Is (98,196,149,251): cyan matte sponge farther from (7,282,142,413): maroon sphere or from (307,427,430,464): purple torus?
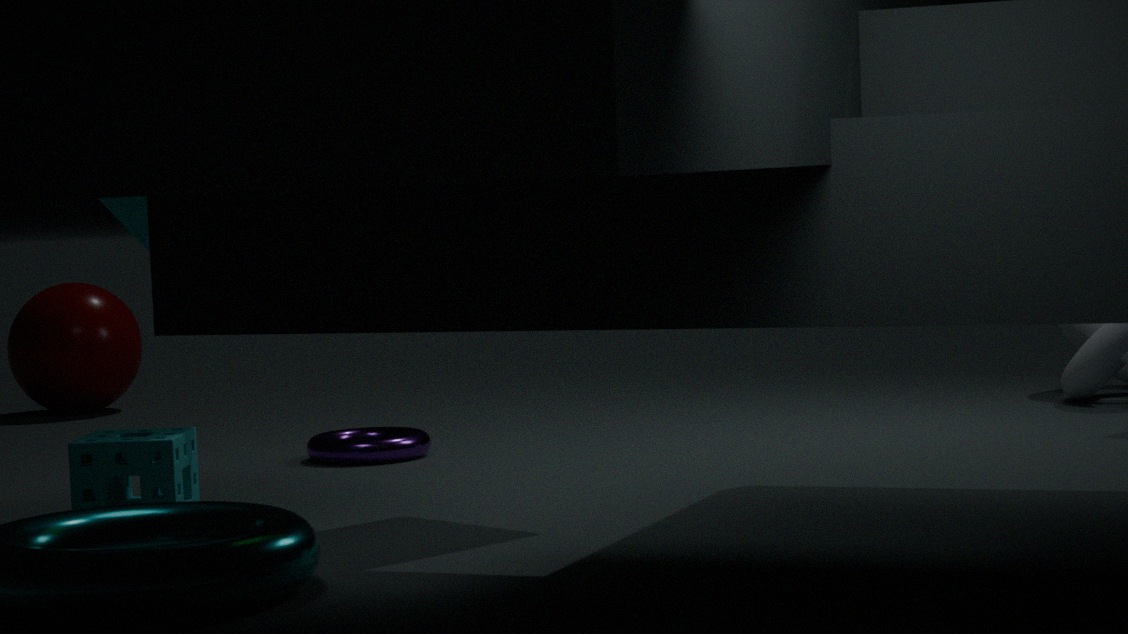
(7,282,142,413): maroon sphere
